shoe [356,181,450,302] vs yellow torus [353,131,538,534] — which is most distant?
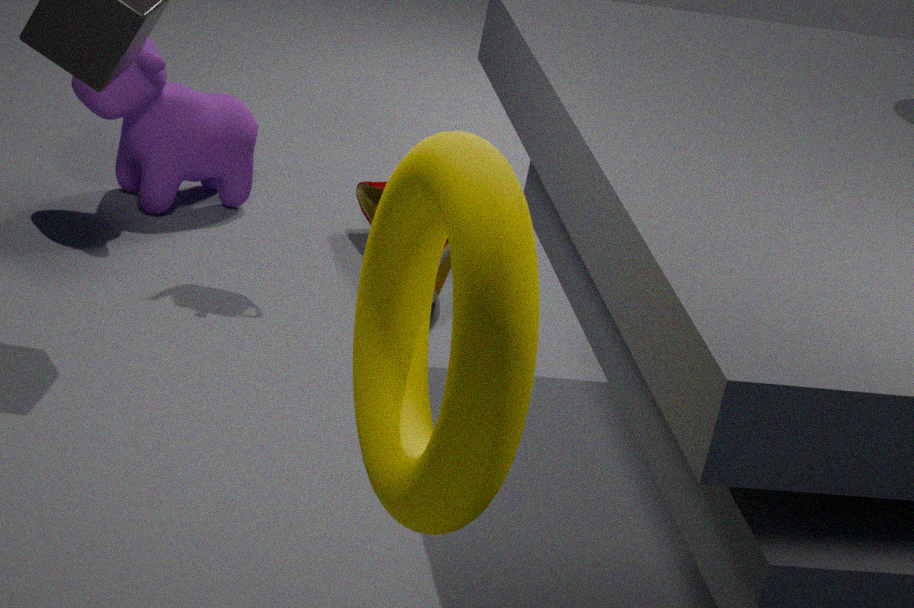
shoe [356,181,450,302]
